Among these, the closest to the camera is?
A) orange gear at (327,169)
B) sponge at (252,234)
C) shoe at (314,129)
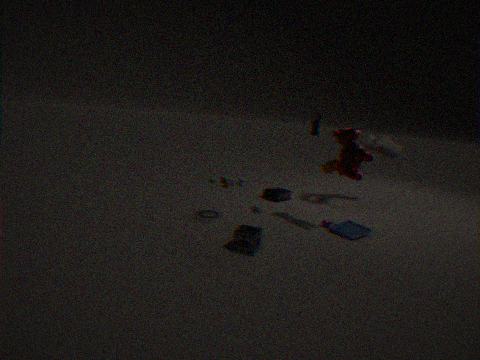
sponge at (252,234)
